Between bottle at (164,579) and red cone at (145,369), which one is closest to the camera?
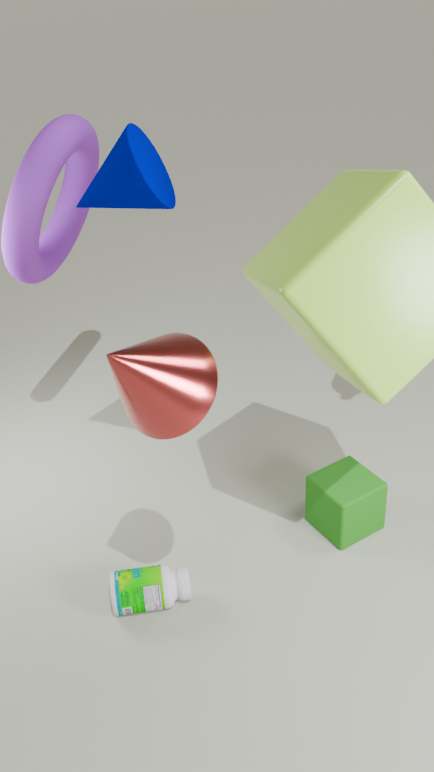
red cone at (145,369)
